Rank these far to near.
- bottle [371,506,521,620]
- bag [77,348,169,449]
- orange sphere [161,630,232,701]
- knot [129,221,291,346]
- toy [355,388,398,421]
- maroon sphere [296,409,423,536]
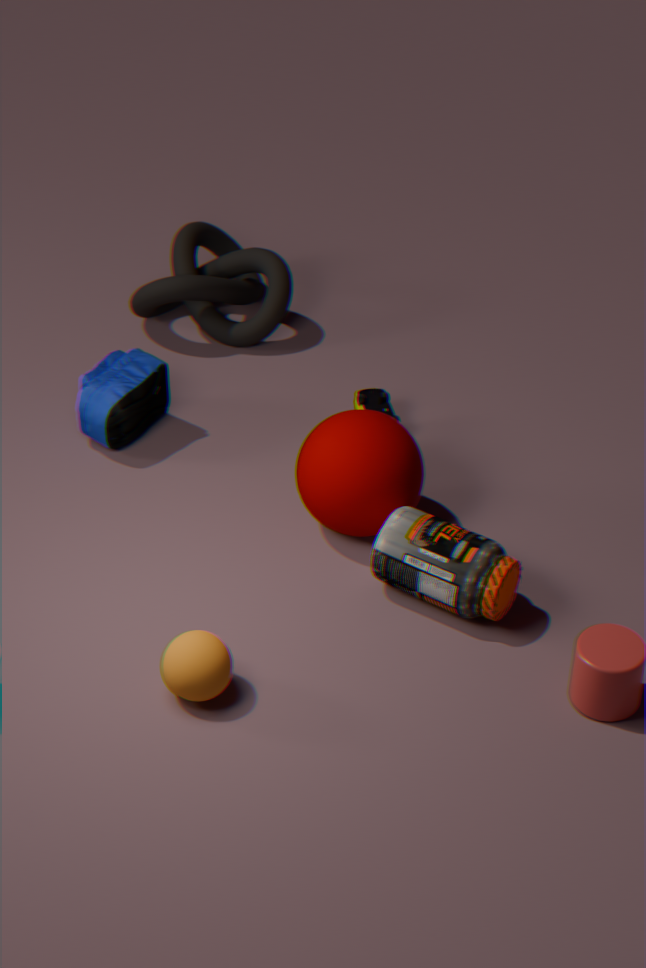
knot [129,221,291,346] → toy [355,388,398,421] → bag [77,348,169,449] → maroon sphere [296,409,423,536] → bottle [371,506,521,620] → orange sphere [161,630,232,701]
